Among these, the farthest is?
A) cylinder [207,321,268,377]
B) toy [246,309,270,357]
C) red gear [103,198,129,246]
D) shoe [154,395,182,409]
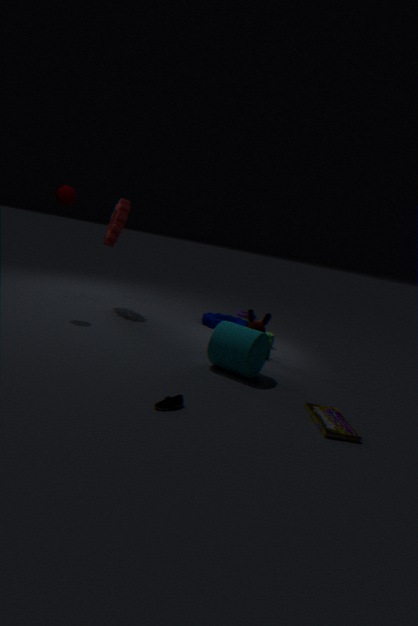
red gear [103,198,129,246]
